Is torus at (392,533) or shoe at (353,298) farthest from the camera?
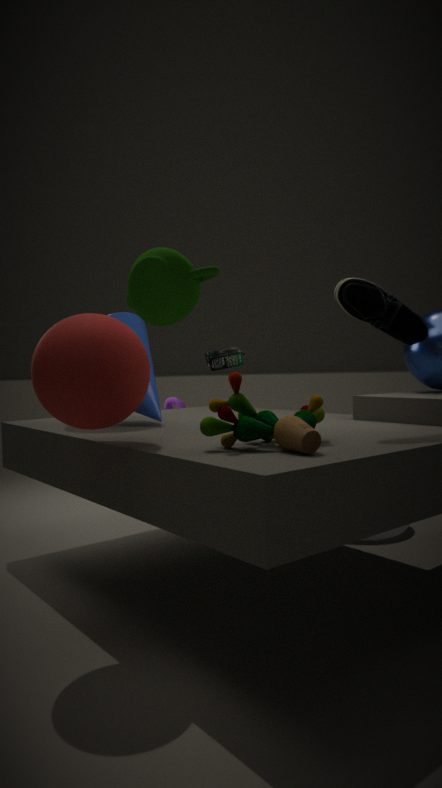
torus at (392,533)
